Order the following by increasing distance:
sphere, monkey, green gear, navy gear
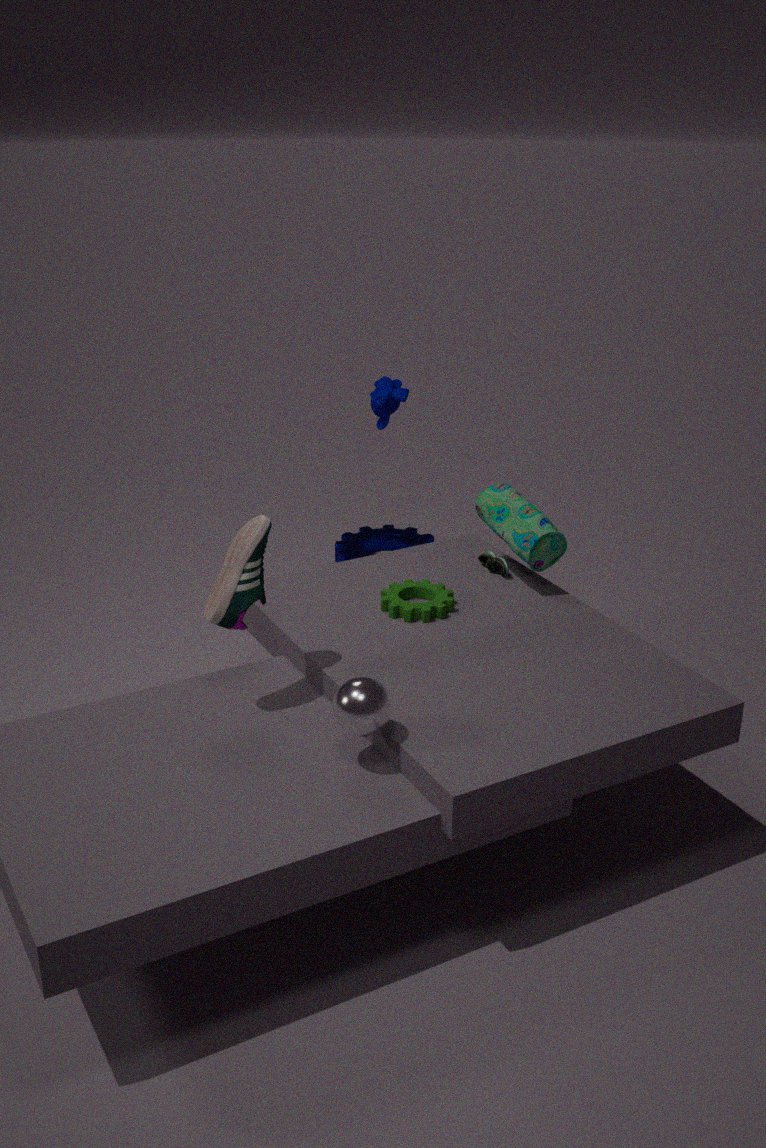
sphere < green gear < monkey < navy gear
